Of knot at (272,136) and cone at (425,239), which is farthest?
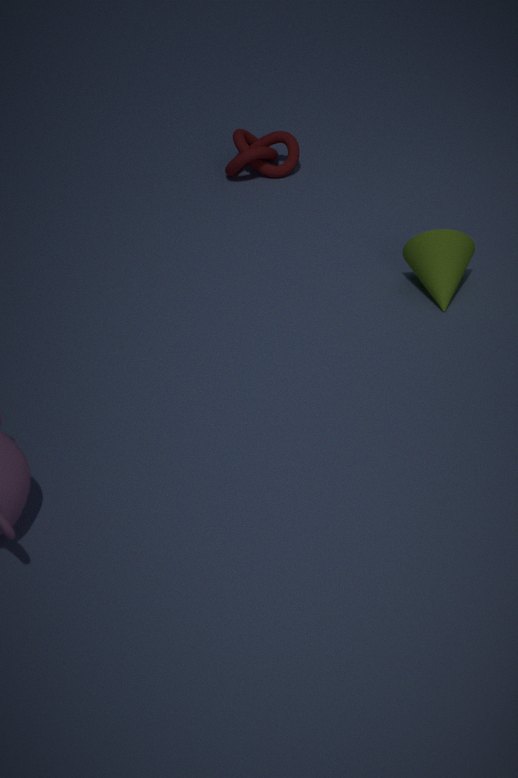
knot at (272,136)
